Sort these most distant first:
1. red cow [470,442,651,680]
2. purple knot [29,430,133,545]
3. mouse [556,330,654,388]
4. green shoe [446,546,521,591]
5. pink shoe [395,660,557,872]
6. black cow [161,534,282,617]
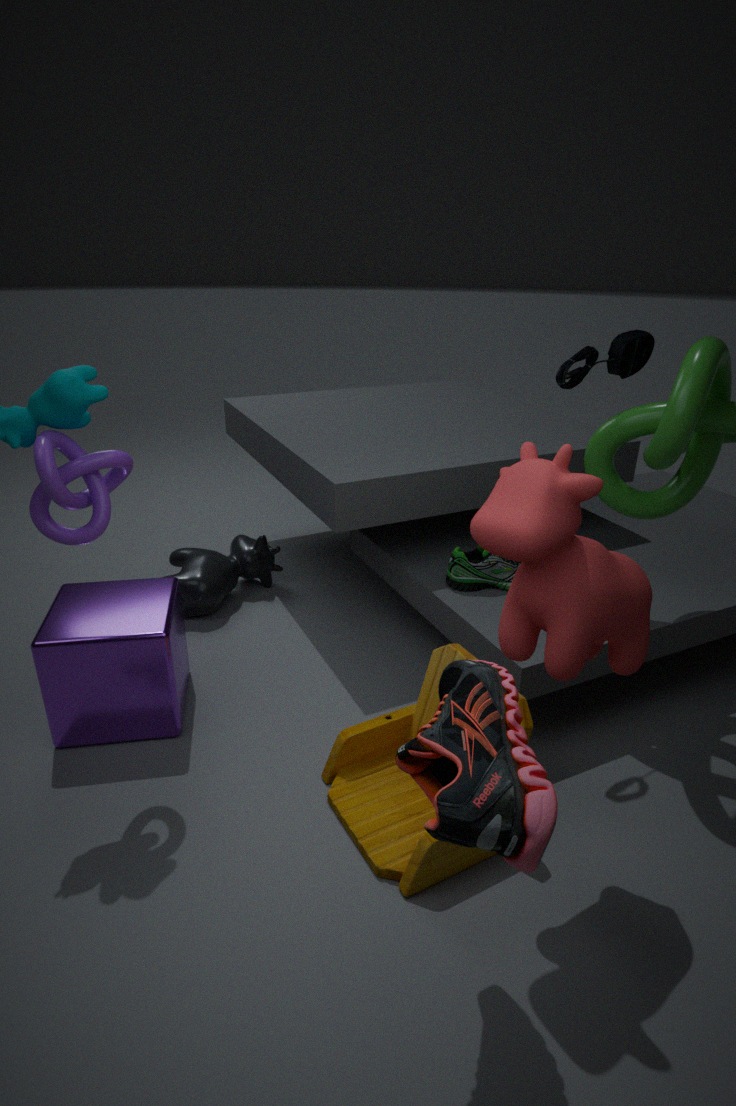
1. black cow [161,534,282,617]
2. green shoe [446,546,521,591]
3. mouse [556,330,654,388]
4. purple knot [29,430,133,545]
5. red cow [470,442,651,680]
6. pink shoe [395,660,557,872]
